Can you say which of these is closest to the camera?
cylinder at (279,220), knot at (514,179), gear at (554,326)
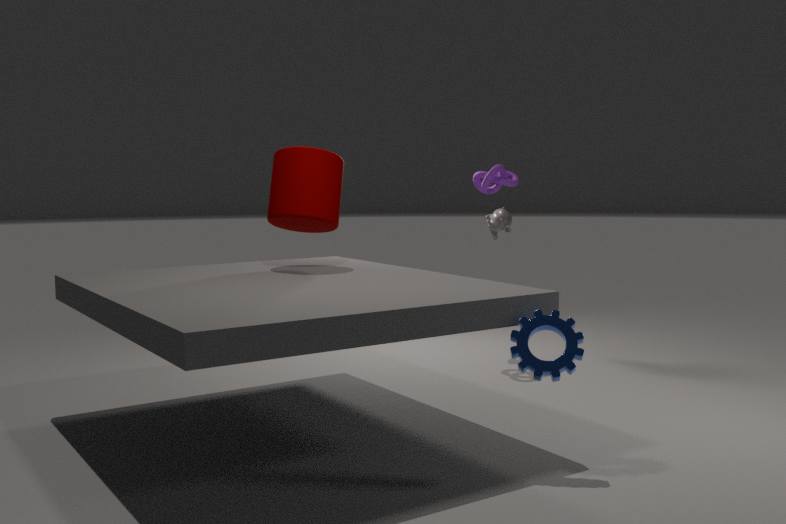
gear at (554,326)
